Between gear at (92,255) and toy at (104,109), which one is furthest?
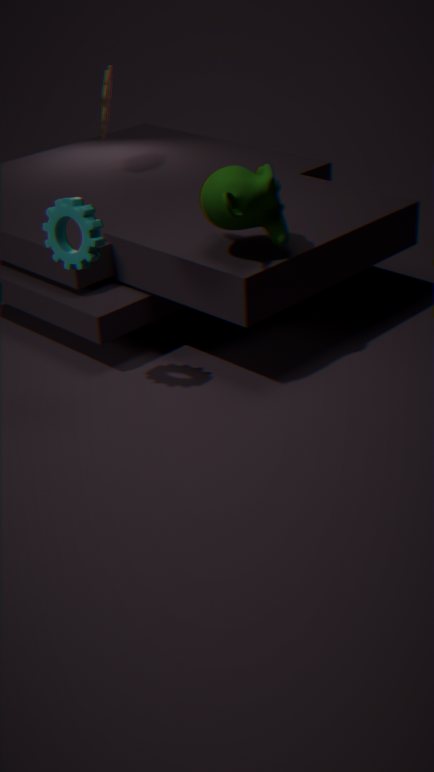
toy at (104,109)
